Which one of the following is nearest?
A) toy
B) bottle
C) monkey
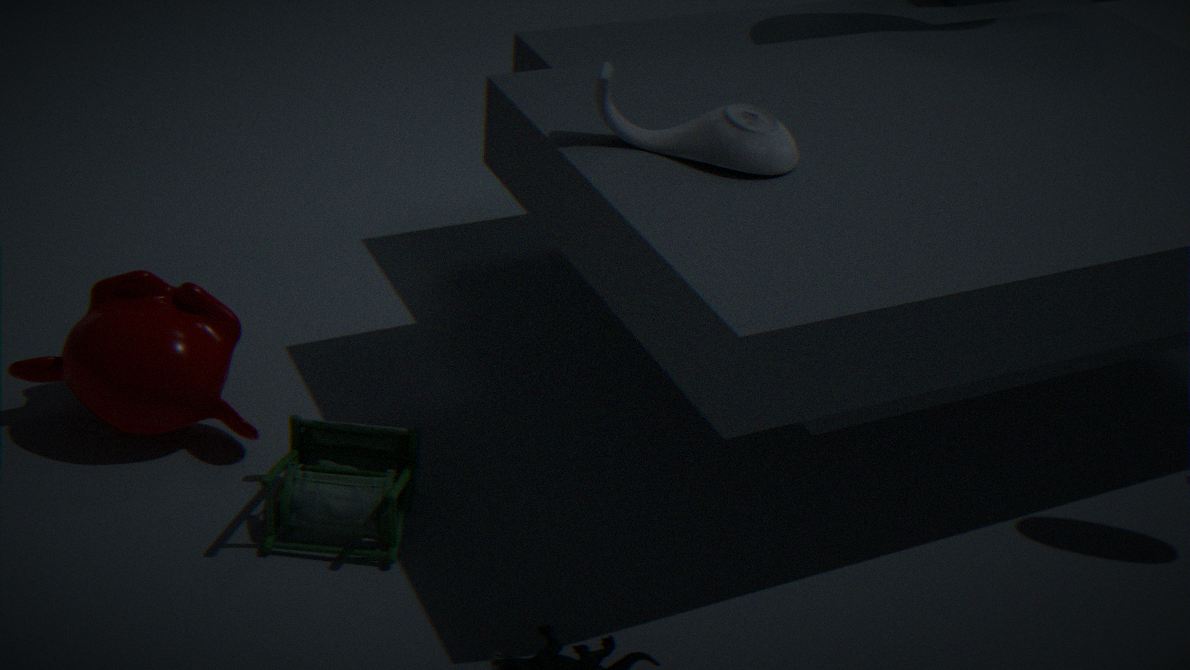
toy
